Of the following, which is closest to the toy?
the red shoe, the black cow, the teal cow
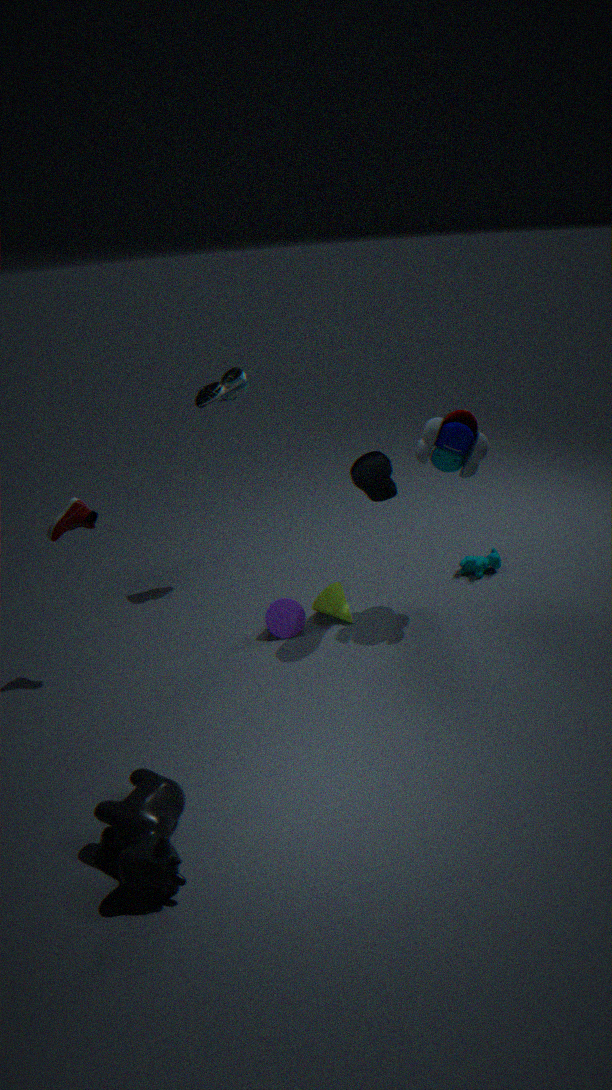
the teal cow
